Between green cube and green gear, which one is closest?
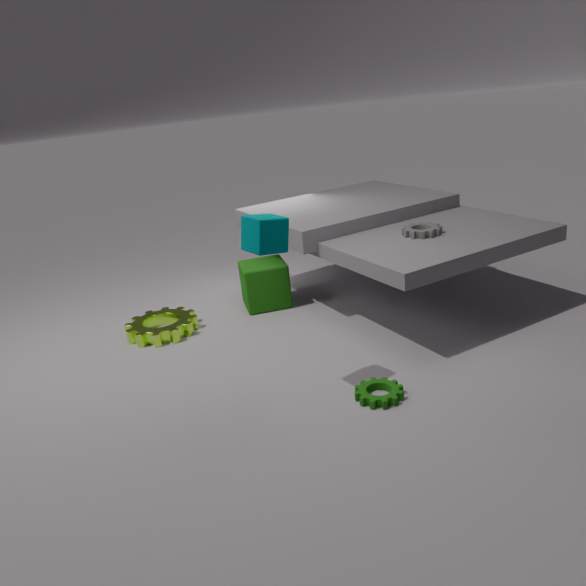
green gear
